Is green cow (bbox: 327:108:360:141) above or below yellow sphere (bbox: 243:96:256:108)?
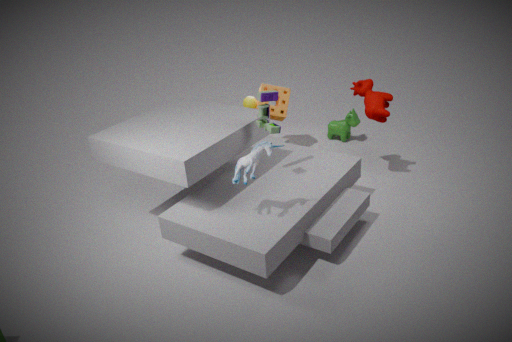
below
